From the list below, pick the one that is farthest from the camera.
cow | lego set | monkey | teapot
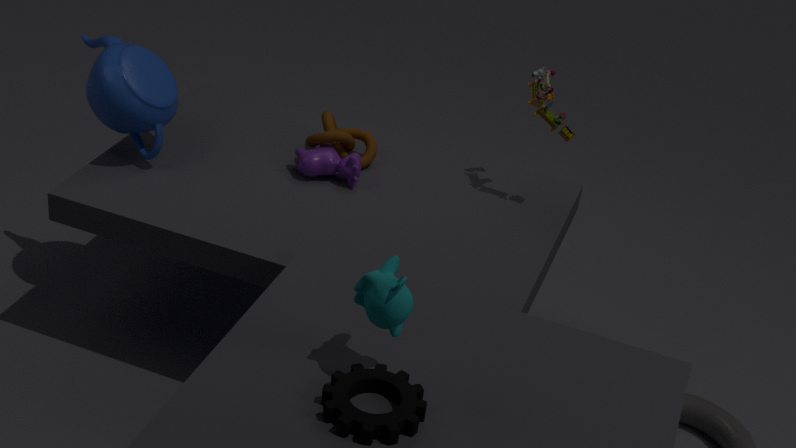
cow
